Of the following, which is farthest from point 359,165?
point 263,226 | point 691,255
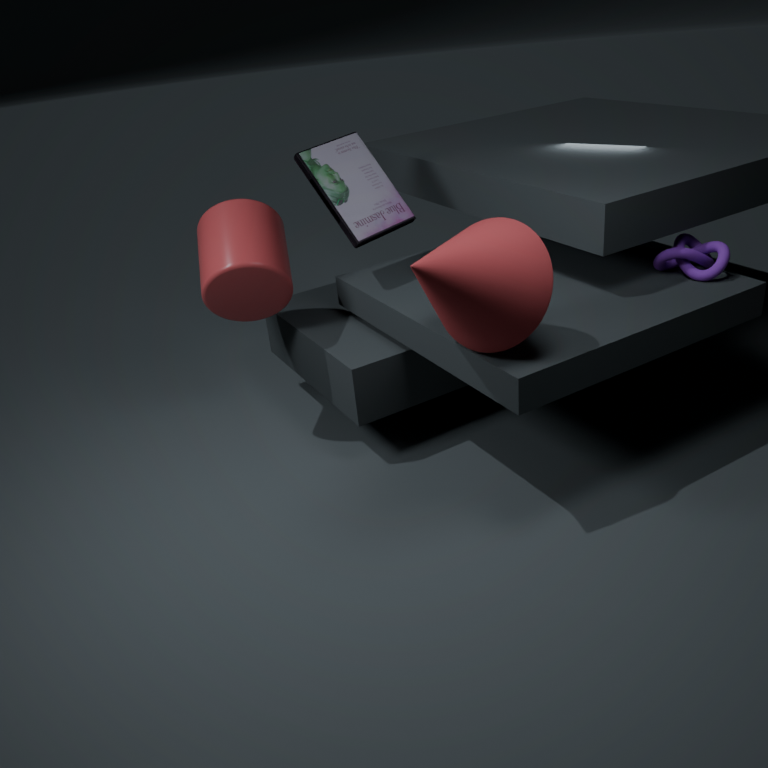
point 691,255
